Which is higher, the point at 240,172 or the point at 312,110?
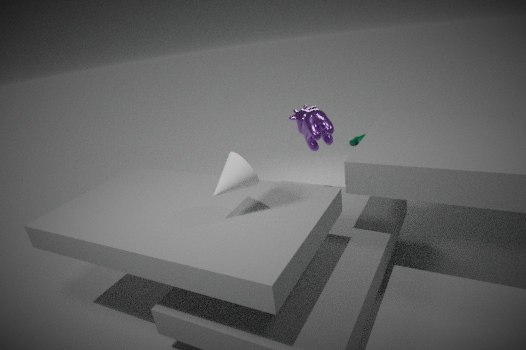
the point at 240,172
